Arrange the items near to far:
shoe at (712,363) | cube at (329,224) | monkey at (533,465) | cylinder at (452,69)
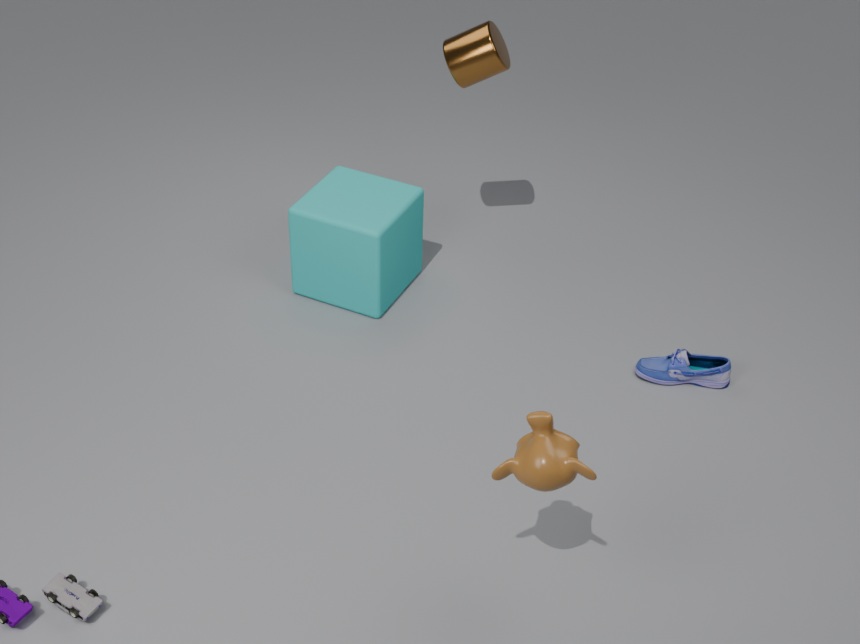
monkey at (533,465) < shoe at (712,363) < cylinder at (452,69) < cube at (329,224)
